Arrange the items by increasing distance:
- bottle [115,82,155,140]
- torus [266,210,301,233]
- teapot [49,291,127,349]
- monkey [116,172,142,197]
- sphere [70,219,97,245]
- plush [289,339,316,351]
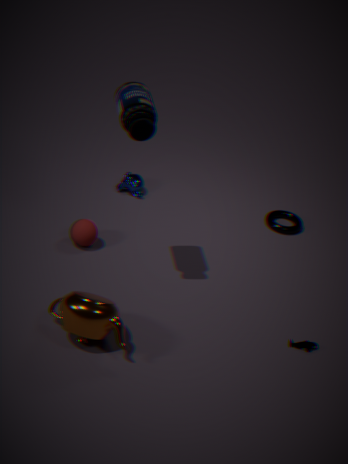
1. teapot [49,291,127,349]
2. bottle [115,82,155,140]
3. plush [289,339,316,351]
4. sphere [70,219,97,245]
5. torus [266,210,301,233]
6. monkey [116,172,142,197]
